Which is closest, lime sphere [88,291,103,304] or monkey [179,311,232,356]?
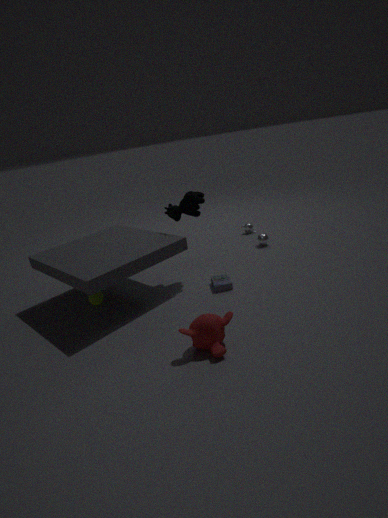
monkey [179,311,232,356]
